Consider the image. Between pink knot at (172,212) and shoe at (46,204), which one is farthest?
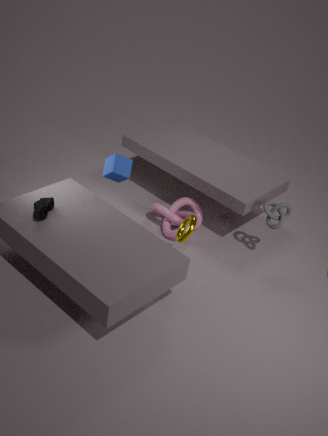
pink knot at (172,212)
